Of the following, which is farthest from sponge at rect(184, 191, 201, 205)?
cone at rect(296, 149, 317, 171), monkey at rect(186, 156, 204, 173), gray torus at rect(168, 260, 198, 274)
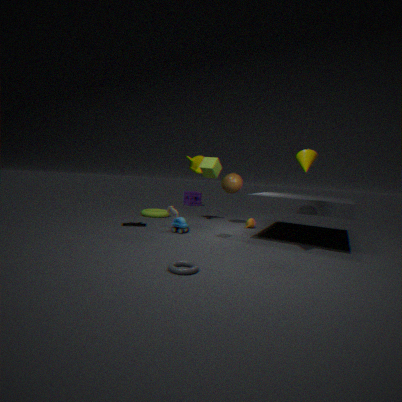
gray torus at rect(168, 260, 198, 274)
